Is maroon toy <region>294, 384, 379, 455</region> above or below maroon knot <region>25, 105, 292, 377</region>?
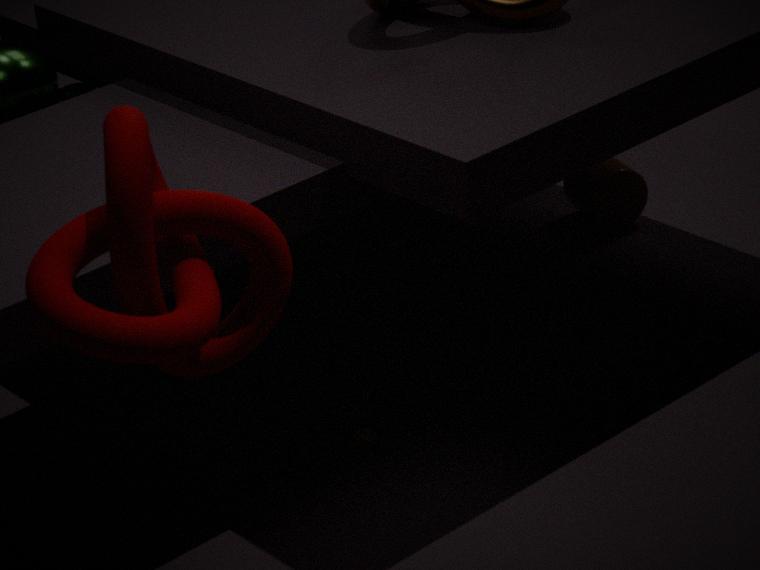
below
